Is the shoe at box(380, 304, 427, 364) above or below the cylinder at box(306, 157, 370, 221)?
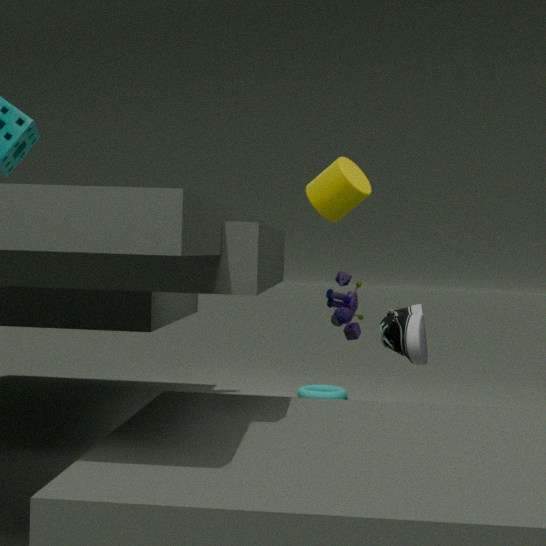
below
